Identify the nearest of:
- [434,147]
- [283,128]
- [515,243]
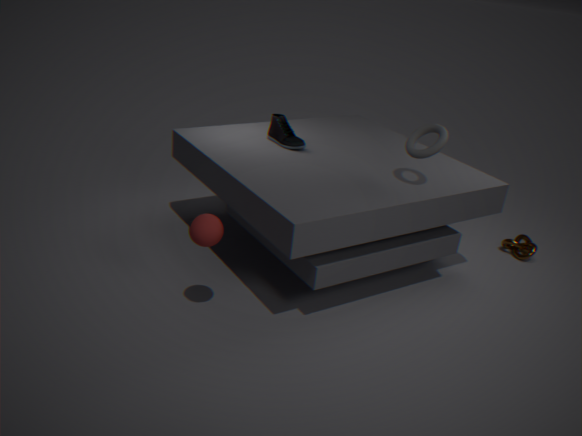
[434,147]
